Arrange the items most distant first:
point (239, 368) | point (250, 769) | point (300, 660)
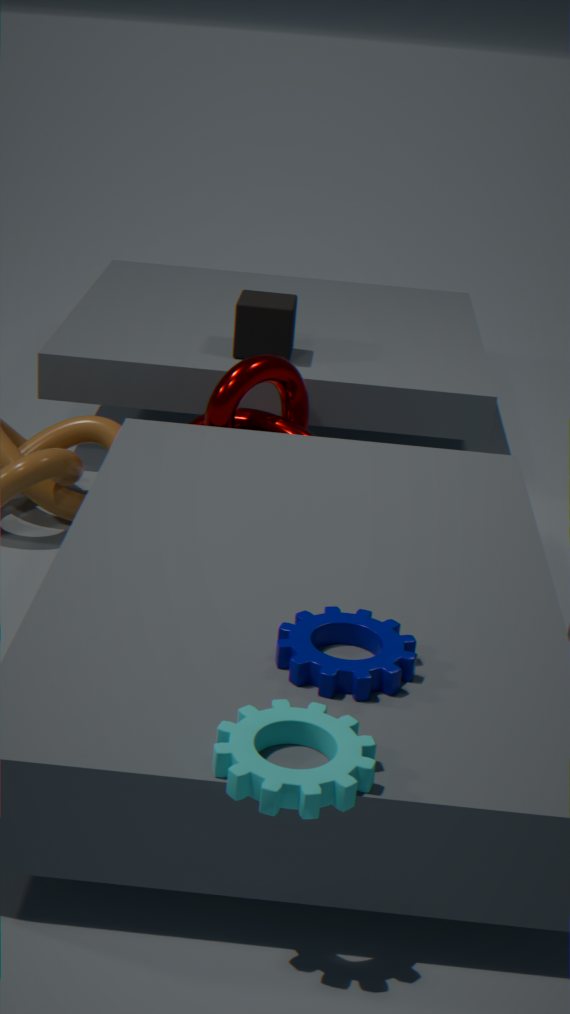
1. point (239, 368)
2. point (300, 660)
3. point (250, 769)
